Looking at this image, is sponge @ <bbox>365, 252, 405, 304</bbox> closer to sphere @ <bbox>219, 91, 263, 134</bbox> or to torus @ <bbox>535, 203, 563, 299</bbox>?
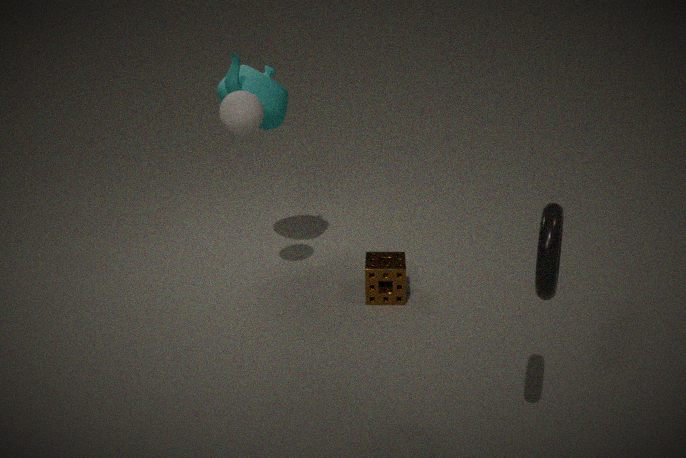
sphere @ <bbox>219, 91, 263, 134</bbox>
